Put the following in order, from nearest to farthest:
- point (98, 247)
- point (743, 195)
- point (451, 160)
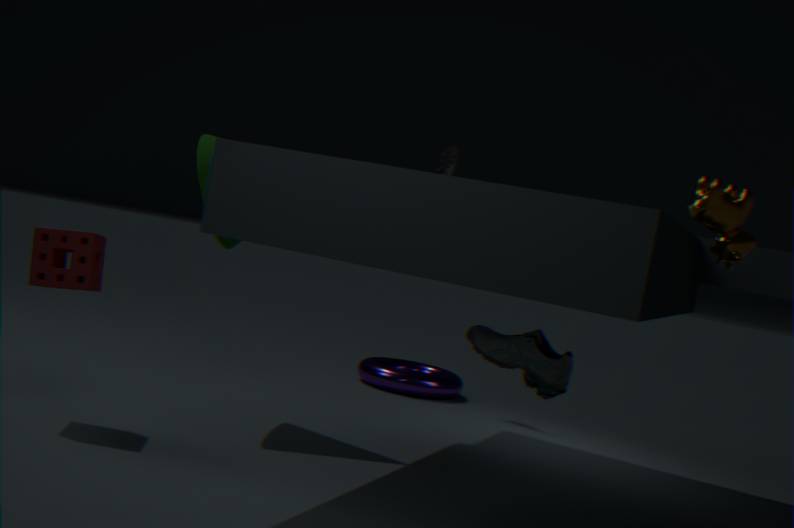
point (743, 195) < point (98, 247) < point (451, 160)
